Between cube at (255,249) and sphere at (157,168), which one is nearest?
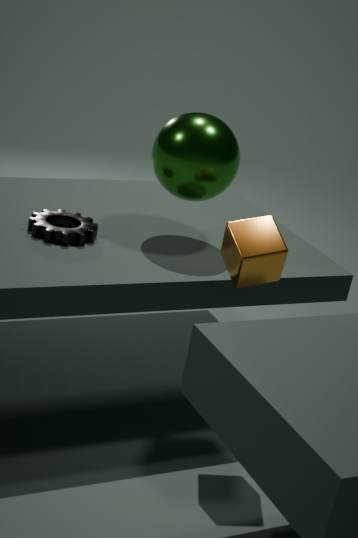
cube at (255,249)
